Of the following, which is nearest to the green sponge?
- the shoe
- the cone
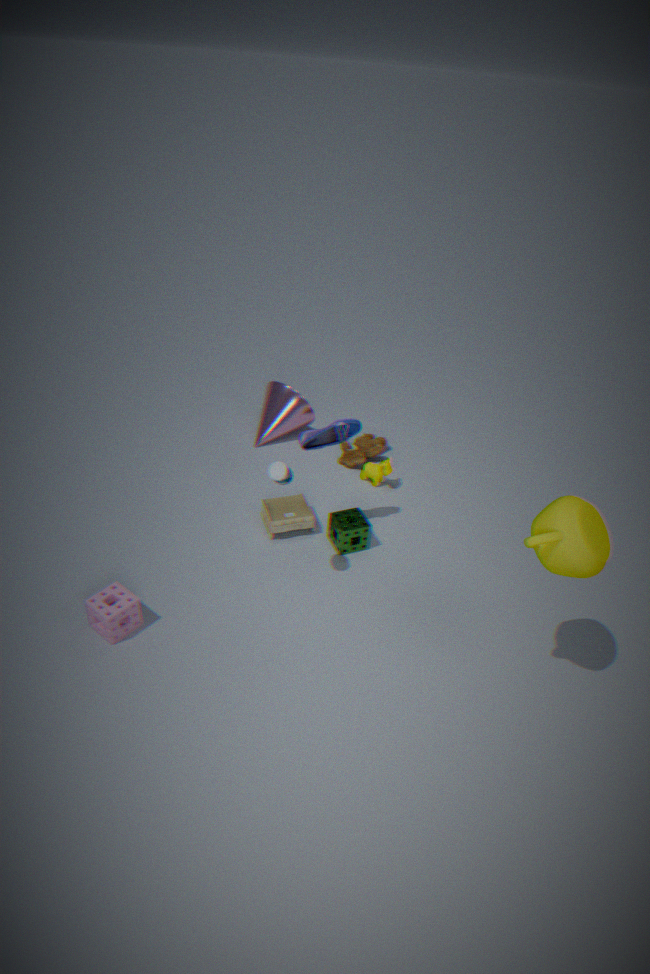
the shoe
